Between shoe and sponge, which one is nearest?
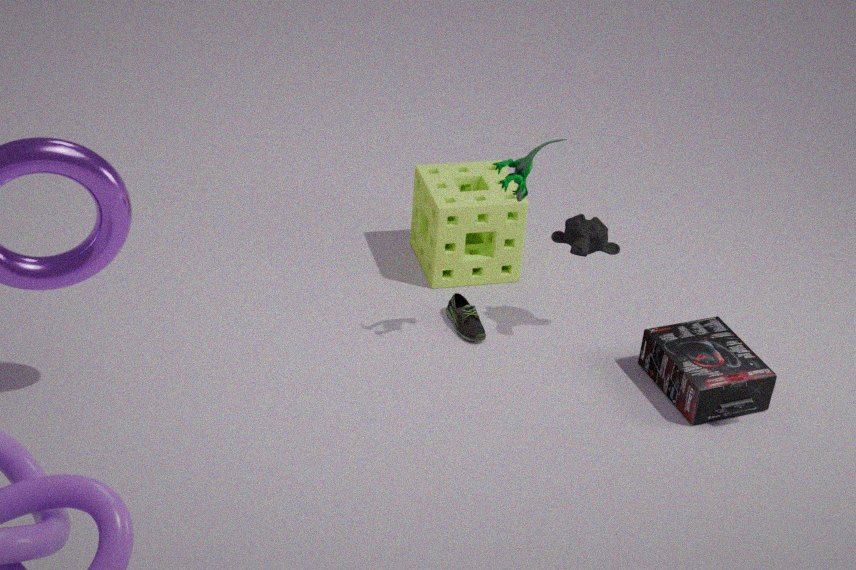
shoe
